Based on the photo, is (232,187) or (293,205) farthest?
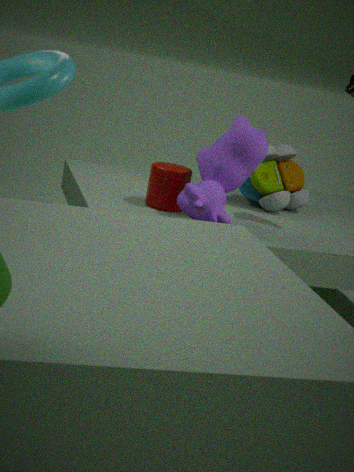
(293,205)
